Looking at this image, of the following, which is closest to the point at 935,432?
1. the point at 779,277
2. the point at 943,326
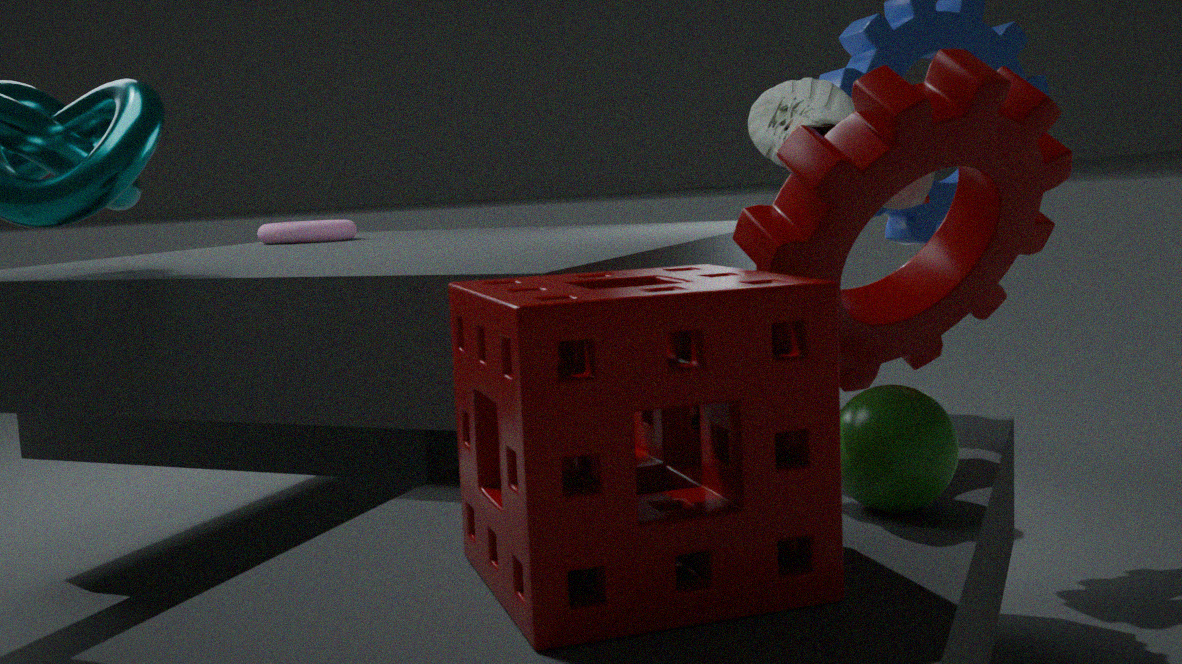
the point at 943,326
